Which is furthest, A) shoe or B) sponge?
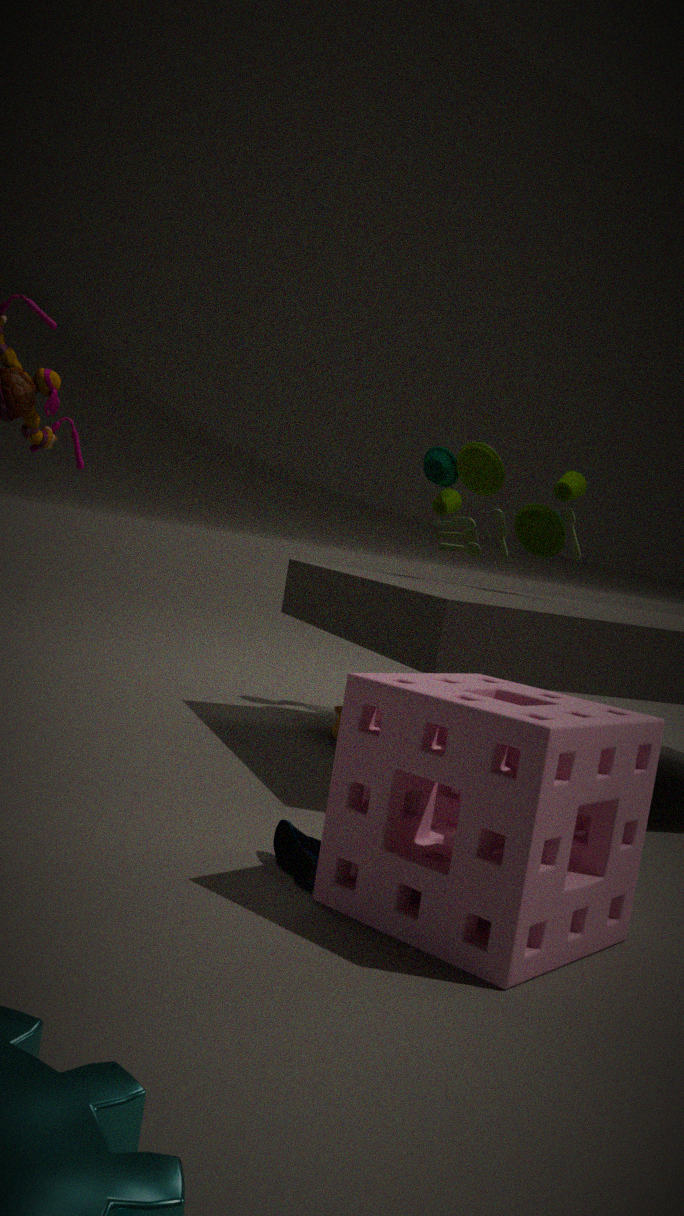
A. shoe
